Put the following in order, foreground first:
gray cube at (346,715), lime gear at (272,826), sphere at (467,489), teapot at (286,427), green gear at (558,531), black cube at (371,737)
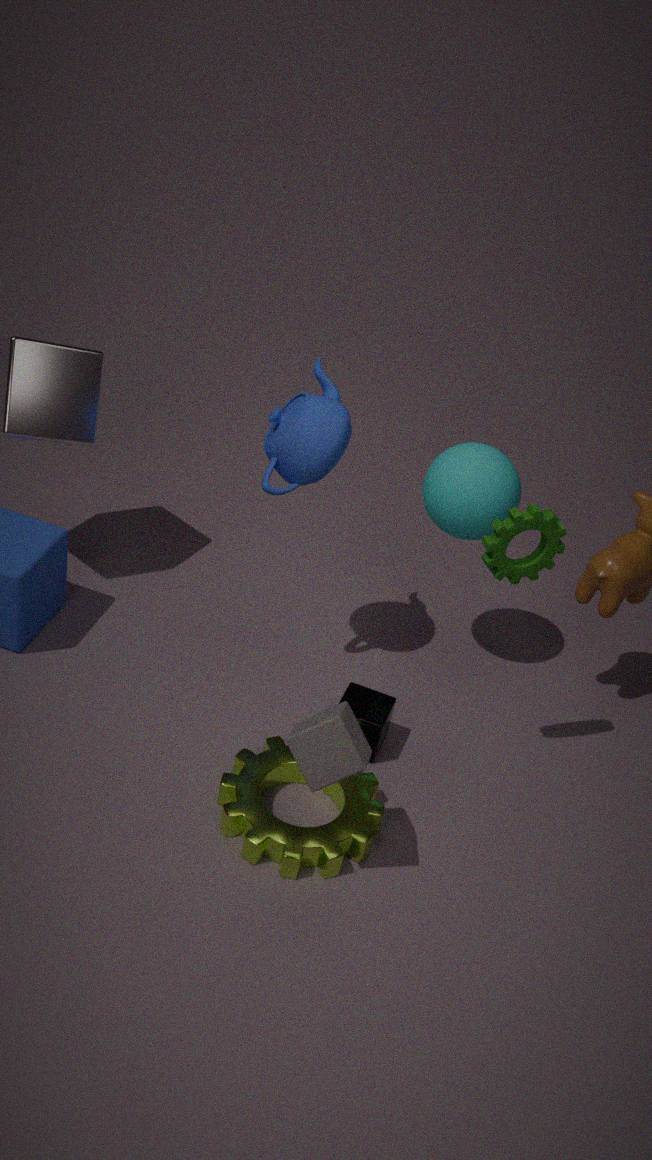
1. gray cube at (346,715)
2. green gear at (558,531)
3. lime gear at (272,826)
4. teapot at (286,427)
5. black cube at (371,737)
6. sphere at (467,489)
